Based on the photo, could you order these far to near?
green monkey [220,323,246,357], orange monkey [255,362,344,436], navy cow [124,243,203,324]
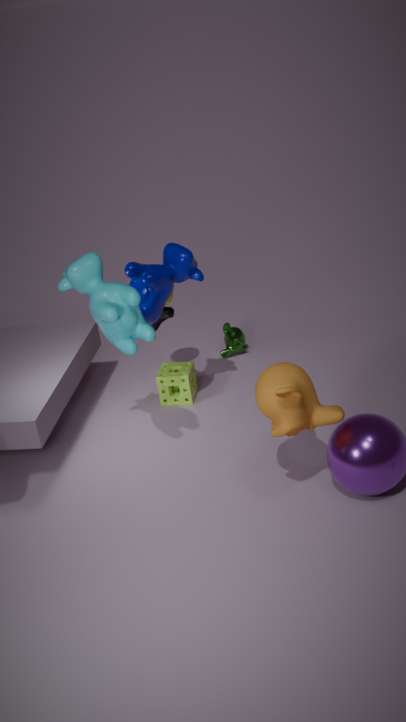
green monkey [220,323,246,357]
navy cow [124,243,203,324]
orange monkey [255,362,344,436]
